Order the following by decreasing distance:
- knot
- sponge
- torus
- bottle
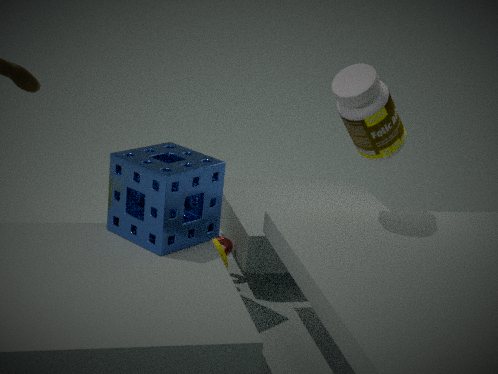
knot, torus, bottle, sponge
